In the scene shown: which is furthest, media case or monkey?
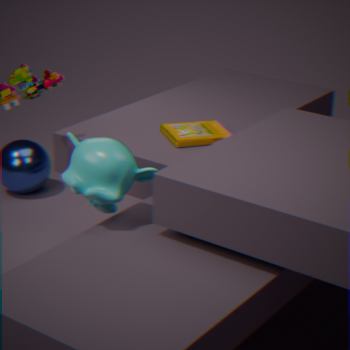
media case
